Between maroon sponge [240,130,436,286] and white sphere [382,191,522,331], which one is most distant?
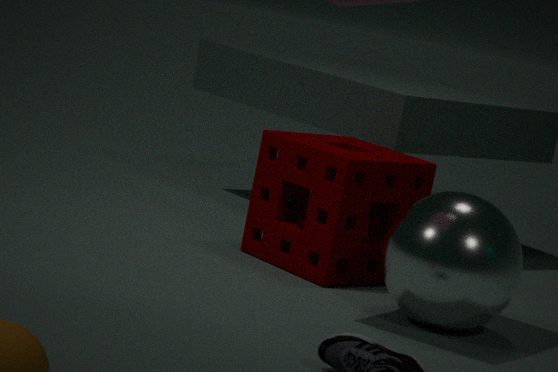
maroon sponge [240,130,436,286]
